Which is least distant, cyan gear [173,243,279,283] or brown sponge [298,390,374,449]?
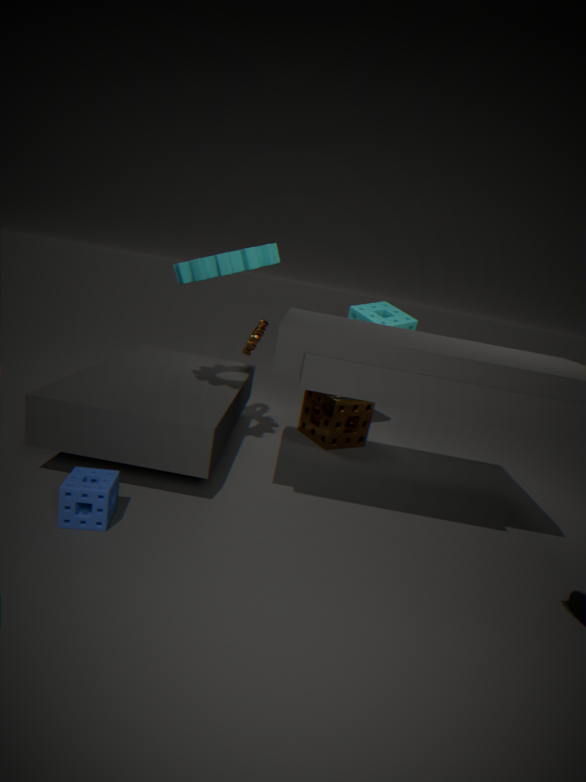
cyan gear [173,243,279,283]
